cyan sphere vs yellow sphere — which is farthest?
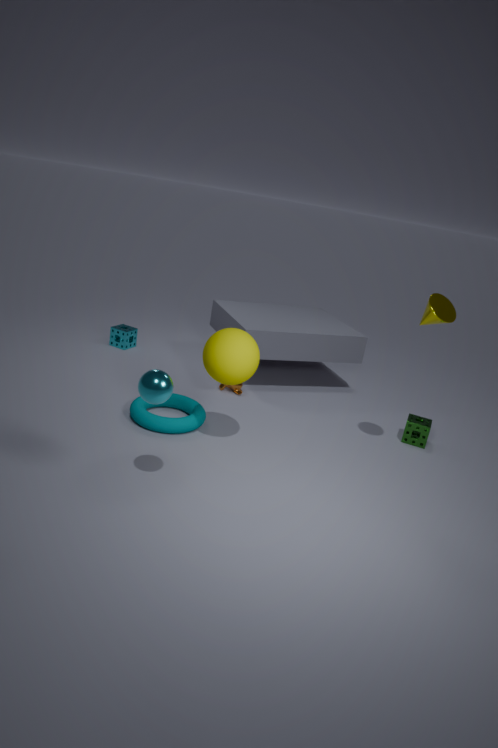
yellow sphere
